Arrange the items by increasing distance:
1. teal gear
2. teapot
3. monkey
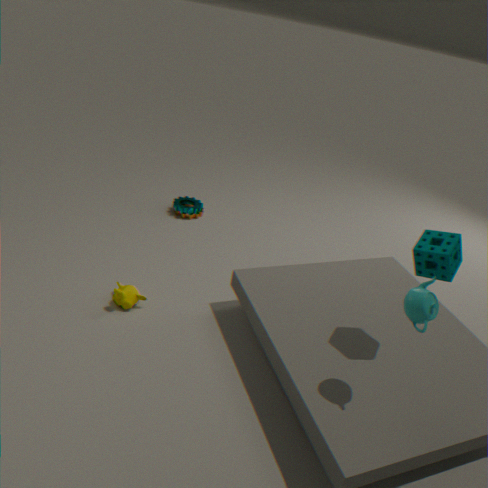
Answer: 1. teapot
2. monkey
3. teal gear
